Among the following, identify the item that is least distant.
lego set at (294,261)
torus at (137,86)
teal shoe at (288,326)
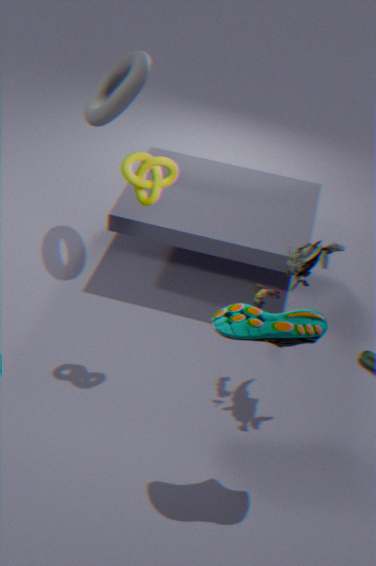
teal shoe at (288,326)
